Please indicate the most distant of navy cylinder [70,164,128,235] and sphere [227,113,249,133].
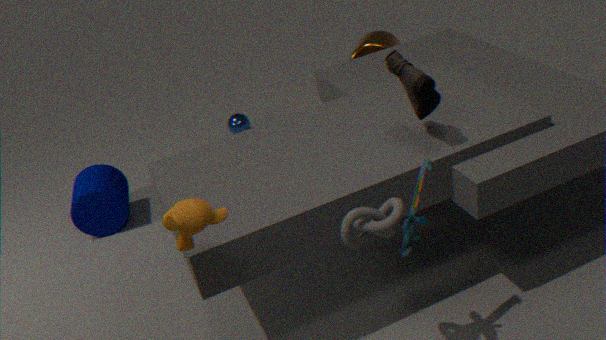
sphere [227,113,249,133]
